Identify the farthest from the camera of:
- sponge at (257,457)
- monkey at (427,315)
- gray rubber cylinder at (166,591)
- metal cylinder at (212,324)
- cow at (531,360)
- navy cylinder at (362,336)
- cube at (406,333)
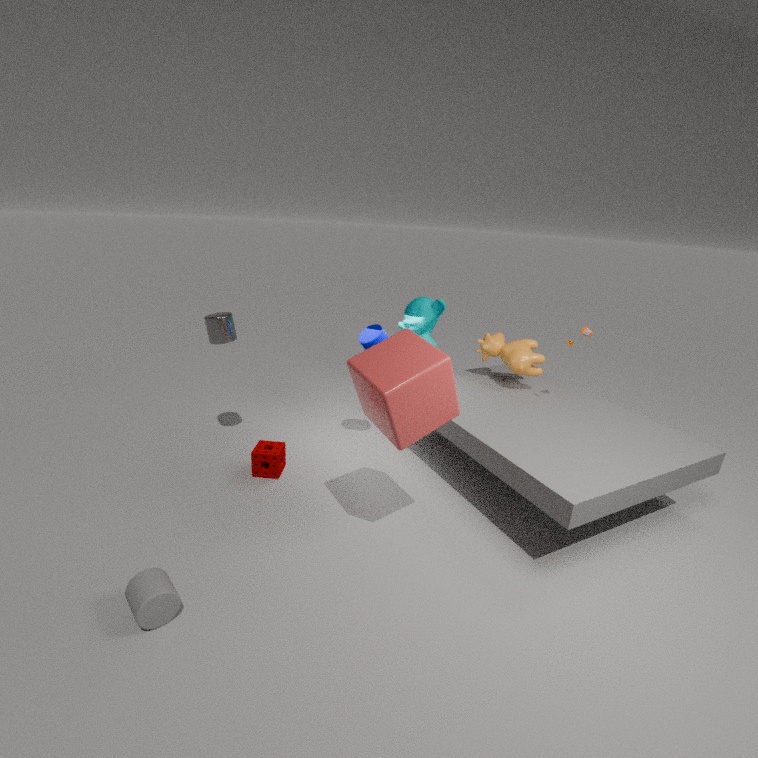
monkey at (427,315)
